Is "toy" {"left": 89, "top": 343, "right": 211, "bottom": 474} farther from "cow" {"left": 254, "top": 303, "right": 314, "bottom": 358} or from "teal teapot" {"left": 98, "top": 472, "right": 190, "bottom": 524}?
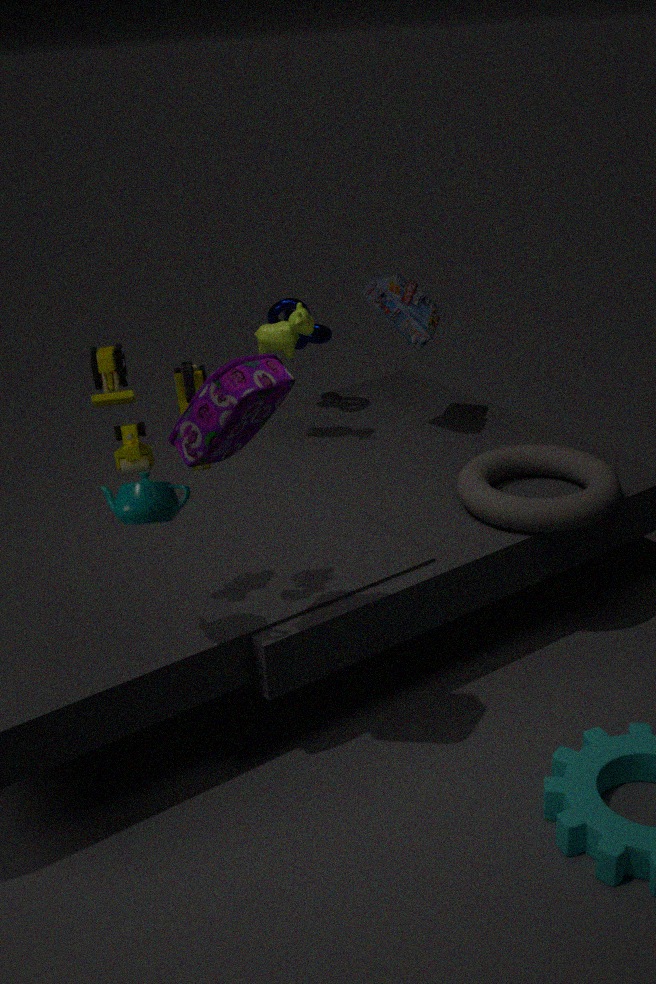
"cow" {"left": 254, "top": 303, "right": 314, "bottom": 358}
